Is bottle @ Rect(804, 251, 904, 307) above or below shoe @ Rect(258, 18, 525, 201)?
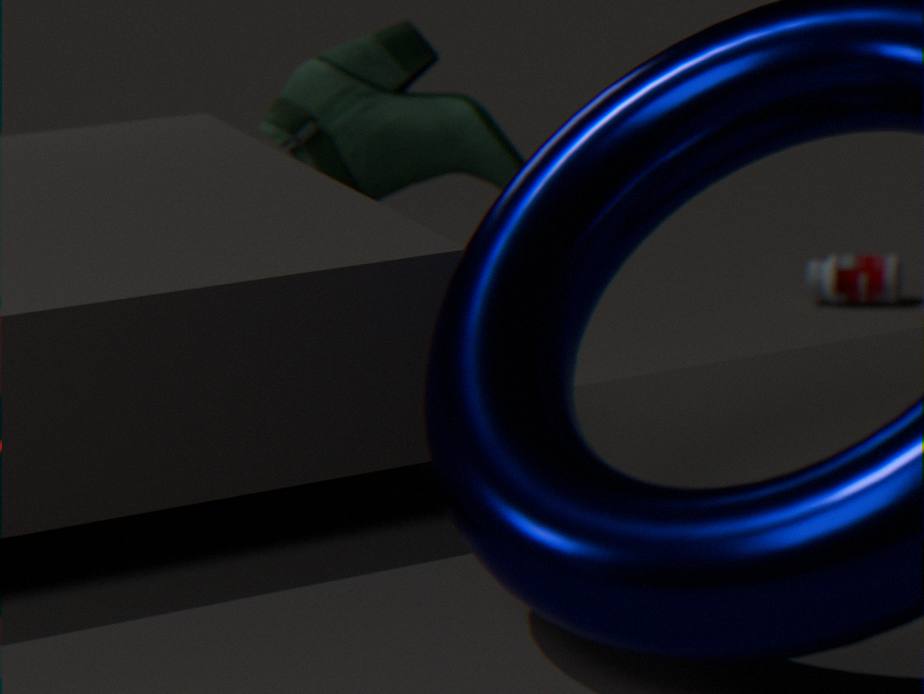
below
